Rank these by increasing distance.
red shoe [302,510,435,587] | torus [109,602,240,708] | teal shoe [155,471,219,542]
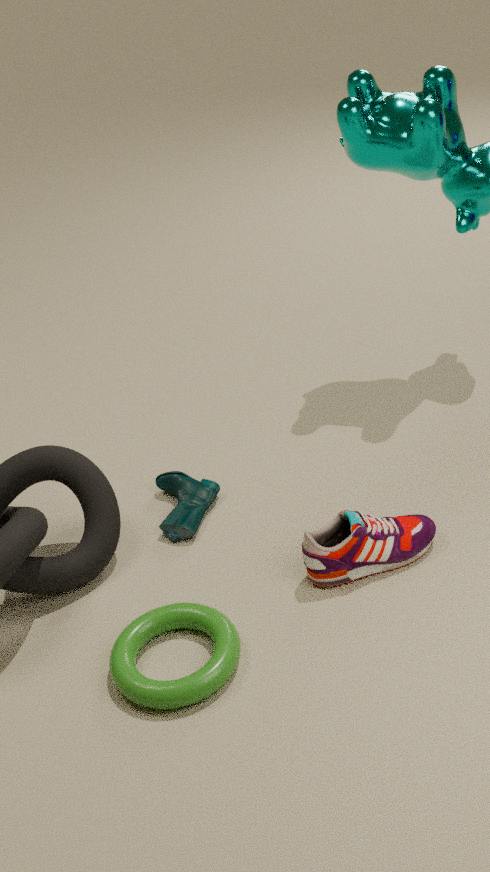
torus [109,602,240,708]
red shoe [302,510,435,587]
teal shoe [155,471,219,542]
